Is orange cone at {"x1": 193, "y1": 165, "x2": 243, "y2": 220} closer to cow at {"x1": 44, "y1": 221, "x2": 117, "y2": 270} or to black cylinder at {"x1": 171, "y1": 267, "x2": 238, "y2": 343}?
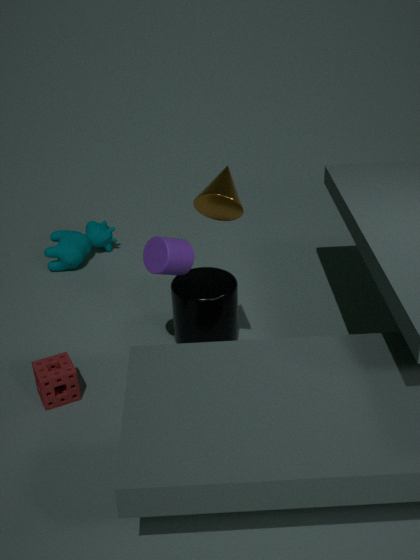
black cylinder at {"x1": 171, "y1": 267, "x2": 238, "y2": 343}
